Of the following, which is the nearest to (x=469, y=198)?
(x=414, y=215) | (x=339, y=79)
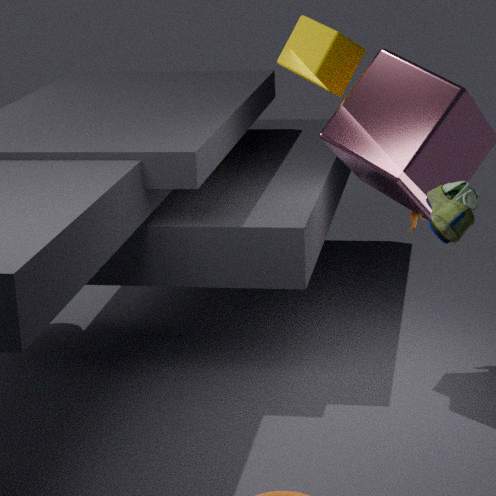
(x=414, y=215)
